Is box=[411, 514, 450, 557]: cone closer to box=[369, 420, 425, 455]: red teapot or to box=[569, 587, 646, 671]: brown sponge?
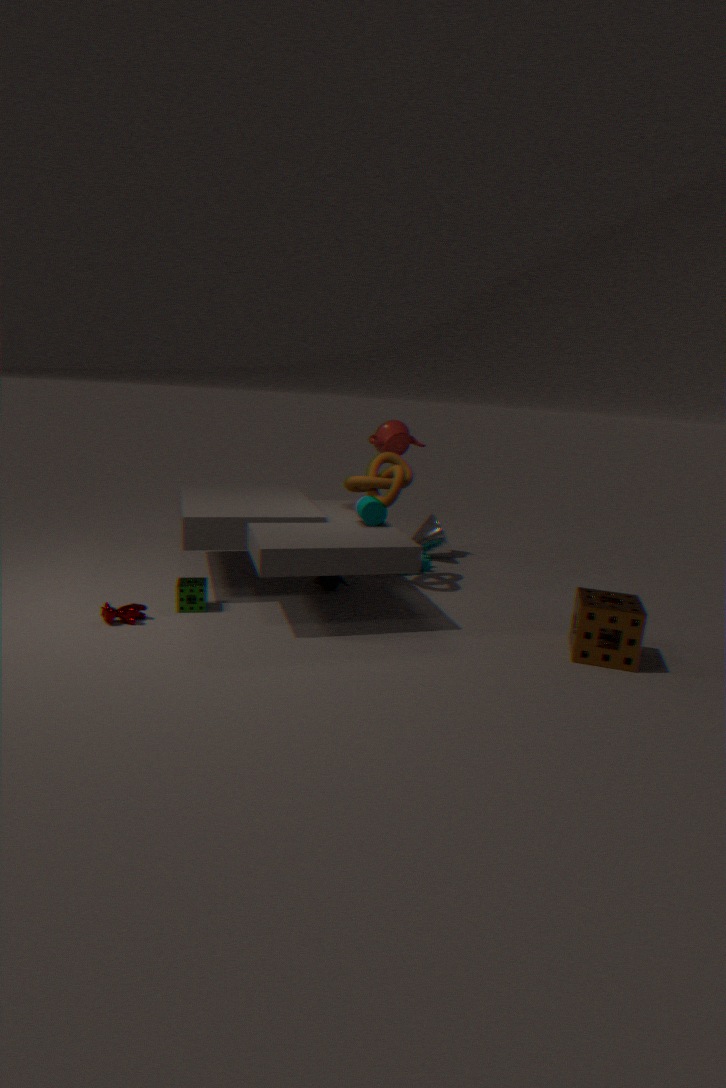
box=[369, 420, 425, 455]: red teapot
